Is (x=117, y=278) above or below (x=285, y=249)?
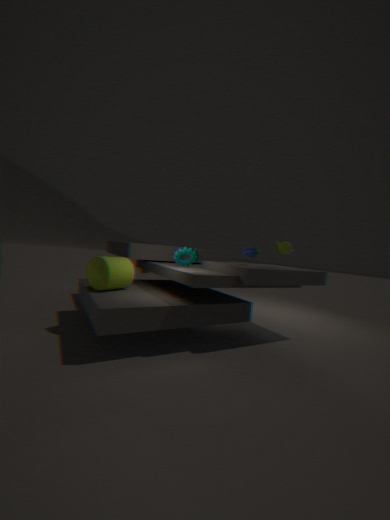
below
